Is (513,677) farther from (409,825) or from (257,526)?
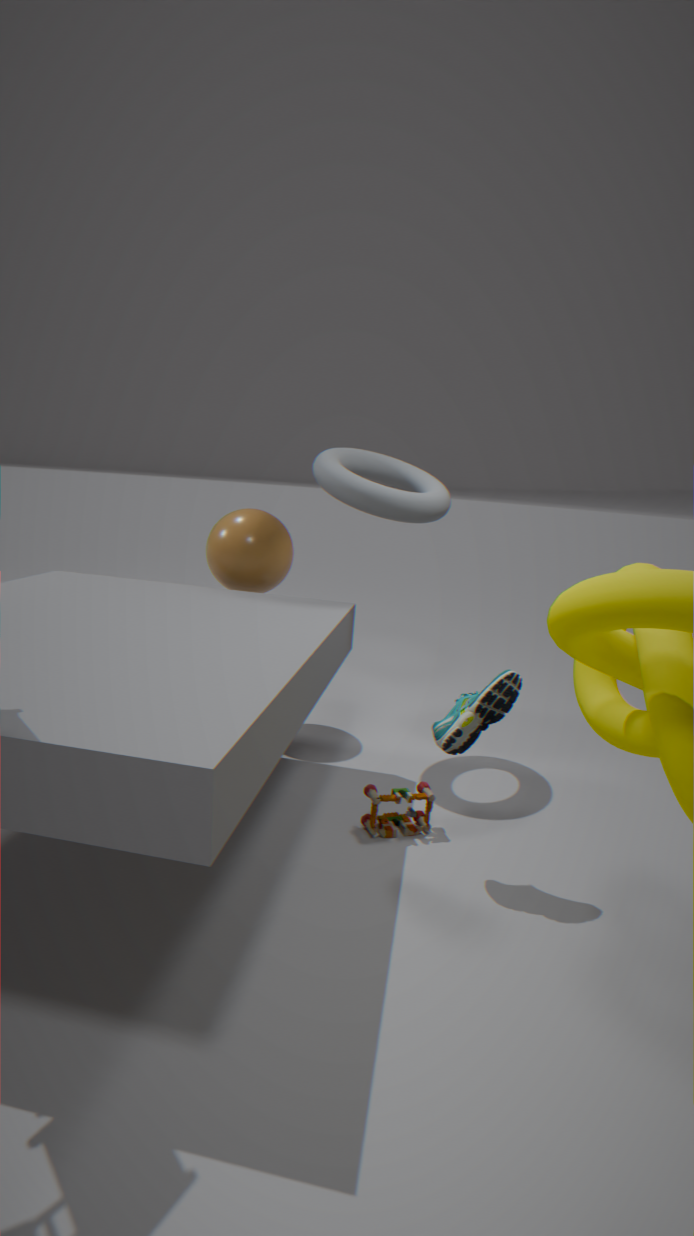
(257,526)
